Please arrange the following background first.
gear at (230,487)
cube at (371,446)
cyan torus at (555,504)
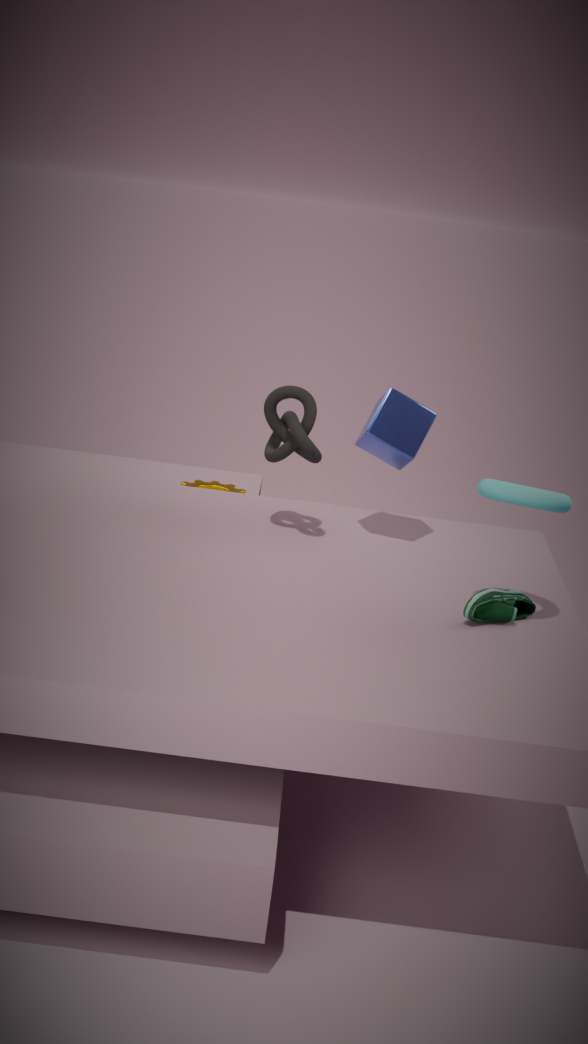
gear at (230,487)
cube at (371,446)
cyan torus at (555,504)
